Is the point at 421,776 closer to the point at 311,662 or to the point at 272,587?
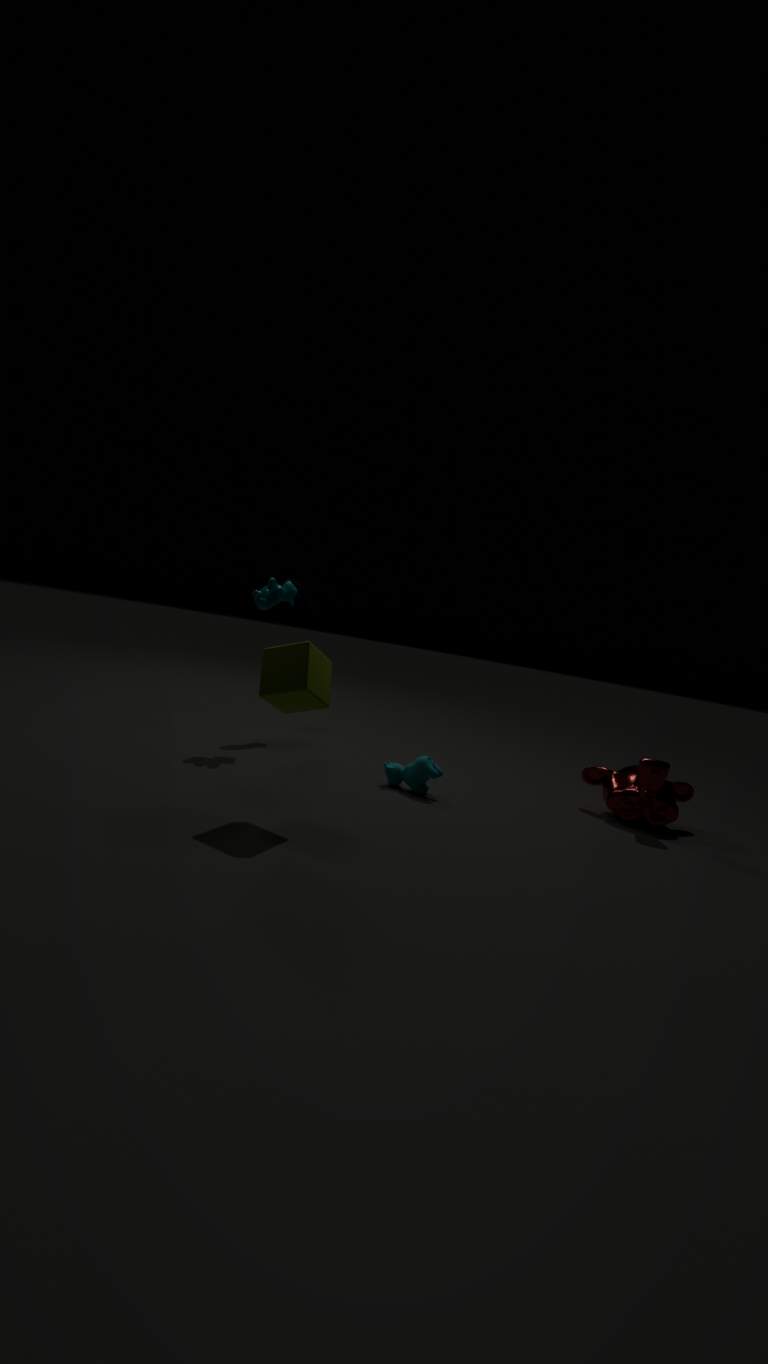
the point at 311,662
